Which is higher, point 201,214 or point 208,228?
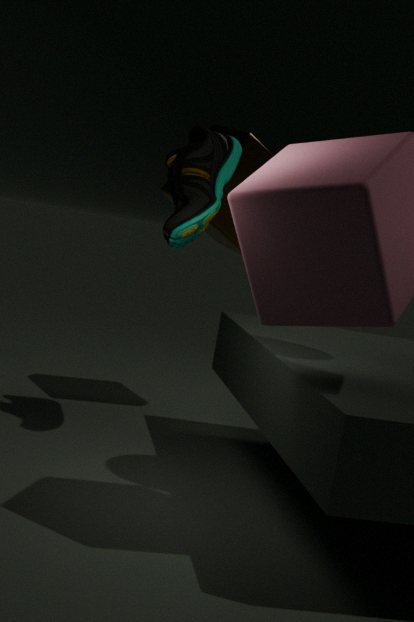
point 208,228
